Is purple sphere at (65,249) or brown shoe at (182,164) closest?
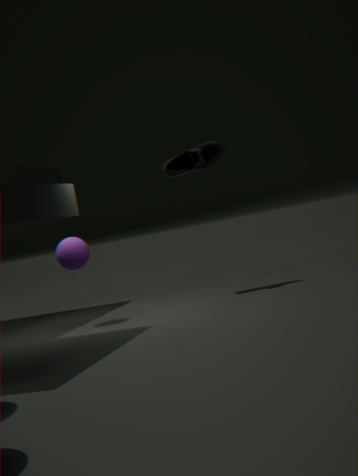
purple sphere at (65,249)
